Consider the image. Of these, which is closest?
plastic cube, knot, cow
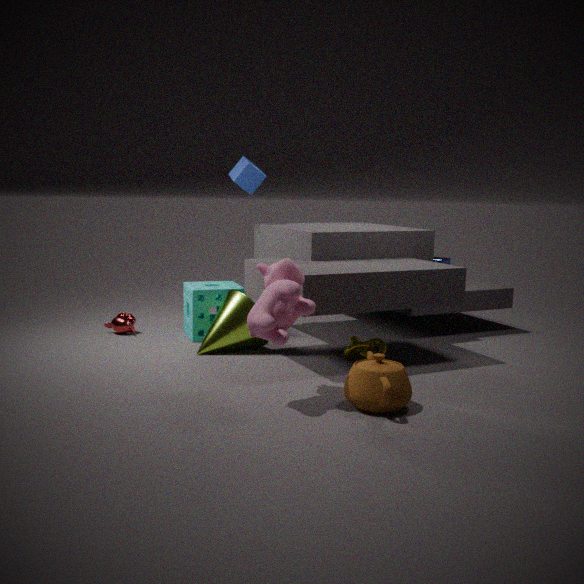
cow
